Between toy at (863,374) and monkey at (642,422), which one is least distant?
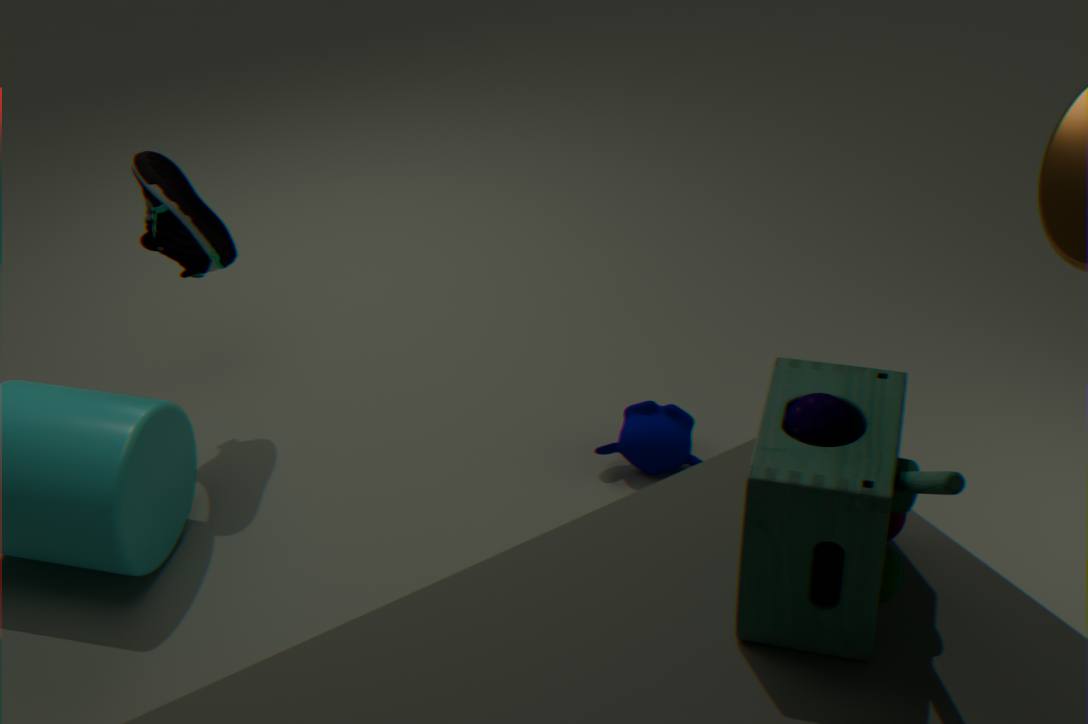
toy at (863,374)
